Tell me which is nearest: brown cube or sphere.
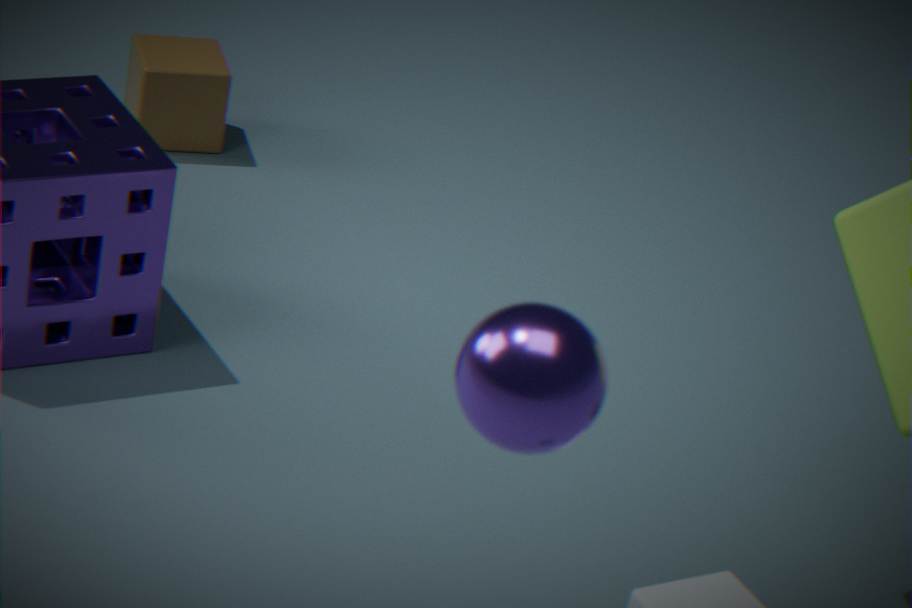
sphere
